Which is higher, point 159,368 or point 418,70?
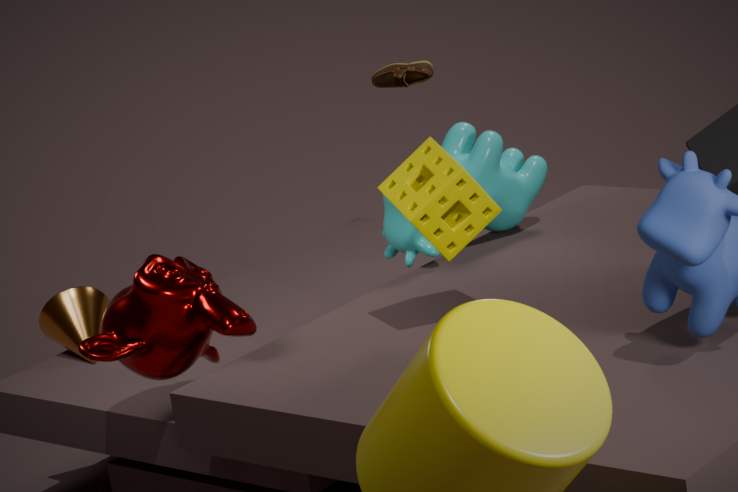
point 418,70
